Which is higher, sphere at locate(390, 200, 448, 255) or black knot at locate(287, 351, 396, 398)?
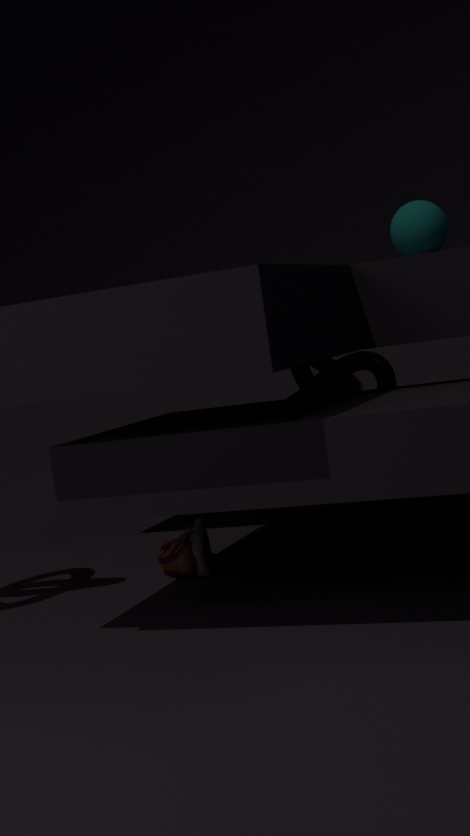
sphere at locate(390, 200, 448, 255)
